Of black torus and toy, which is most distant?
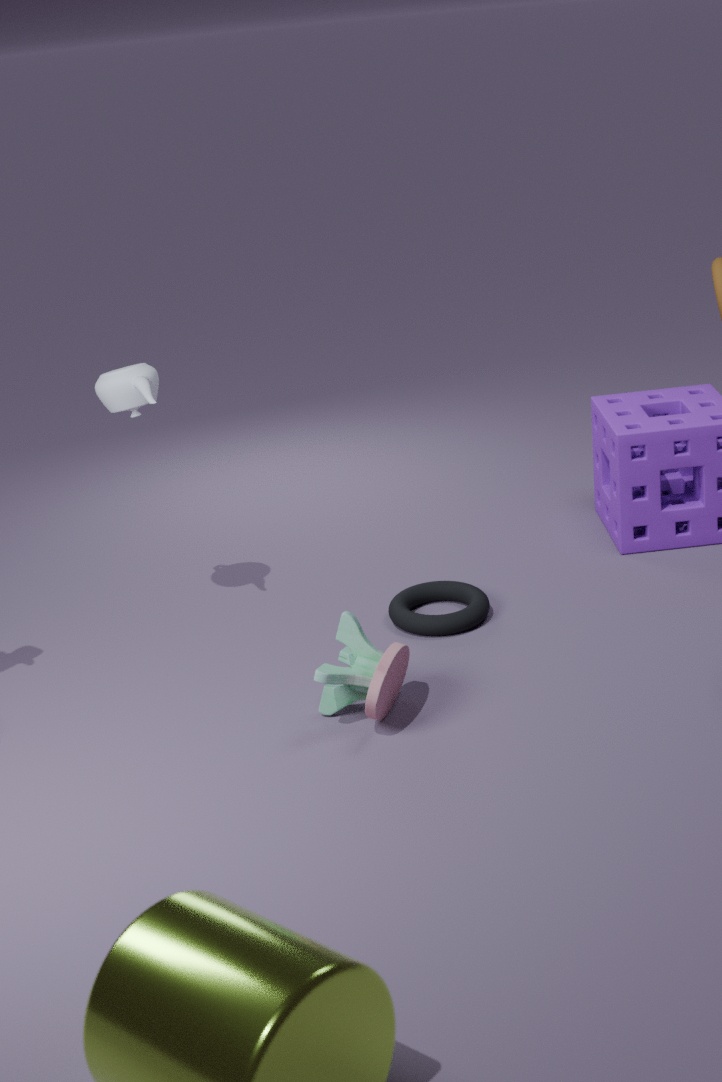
black torus
